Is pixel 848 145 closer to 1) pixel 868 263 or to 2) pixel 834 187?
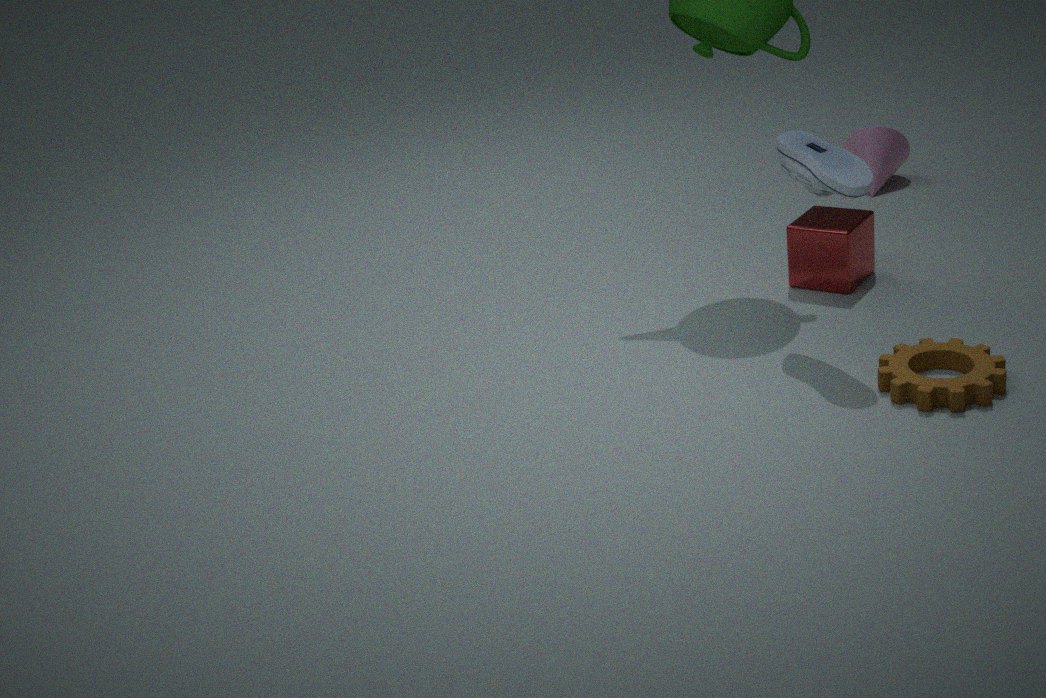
1) pixel 868 263
